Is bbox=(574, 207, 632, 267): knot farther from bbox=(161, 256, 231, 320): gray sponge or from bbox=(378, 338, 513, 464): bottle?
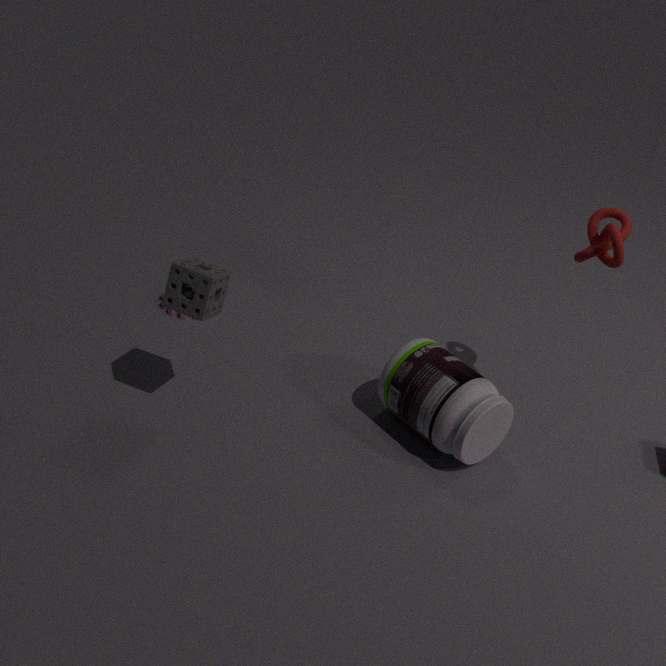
bbox=(161, 256, 231, 320): gray sponge
